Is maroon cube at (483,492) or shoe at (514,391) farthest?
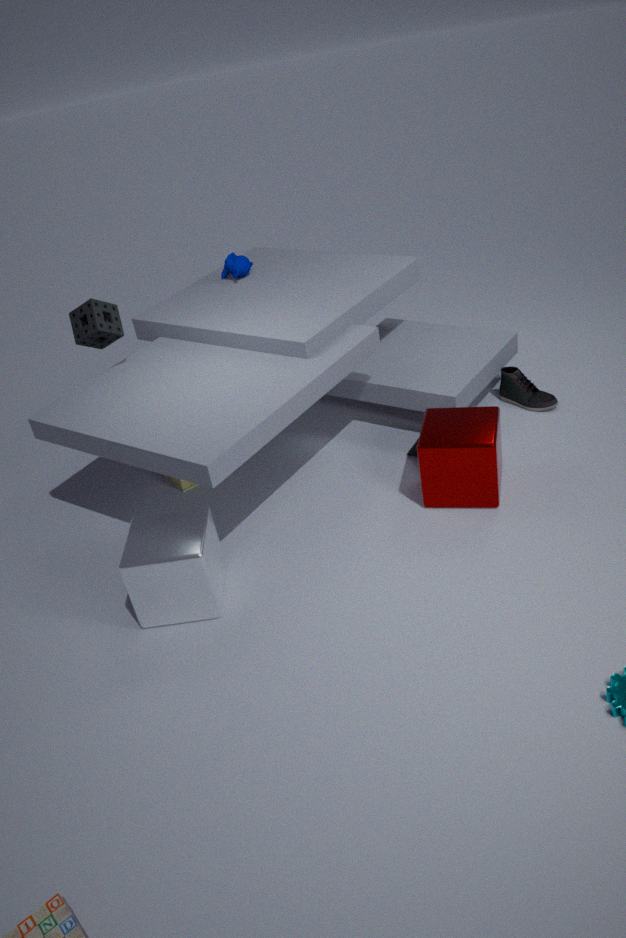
shoe at (514,391)
